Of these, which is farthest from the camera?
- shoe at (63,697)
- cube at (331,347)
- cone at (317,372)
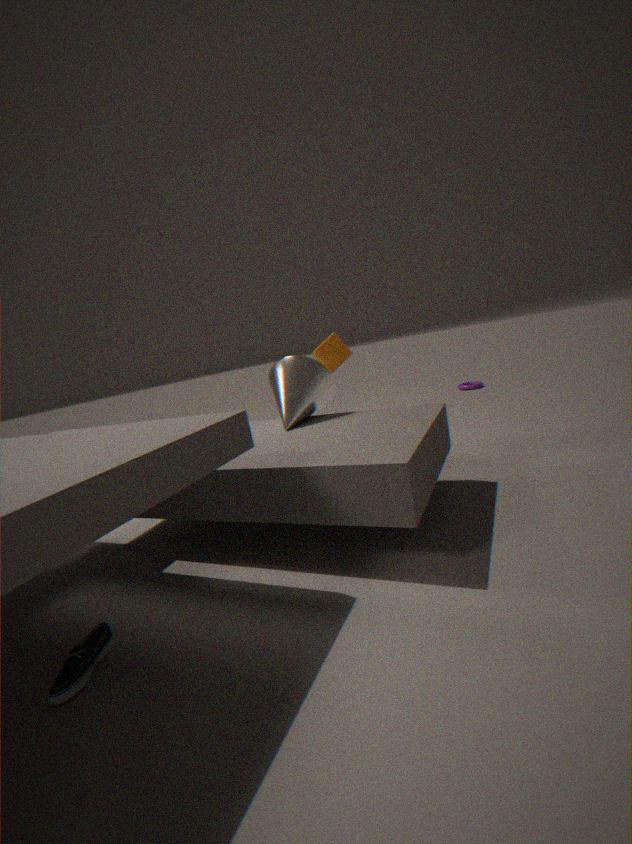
cube at (331,347)
